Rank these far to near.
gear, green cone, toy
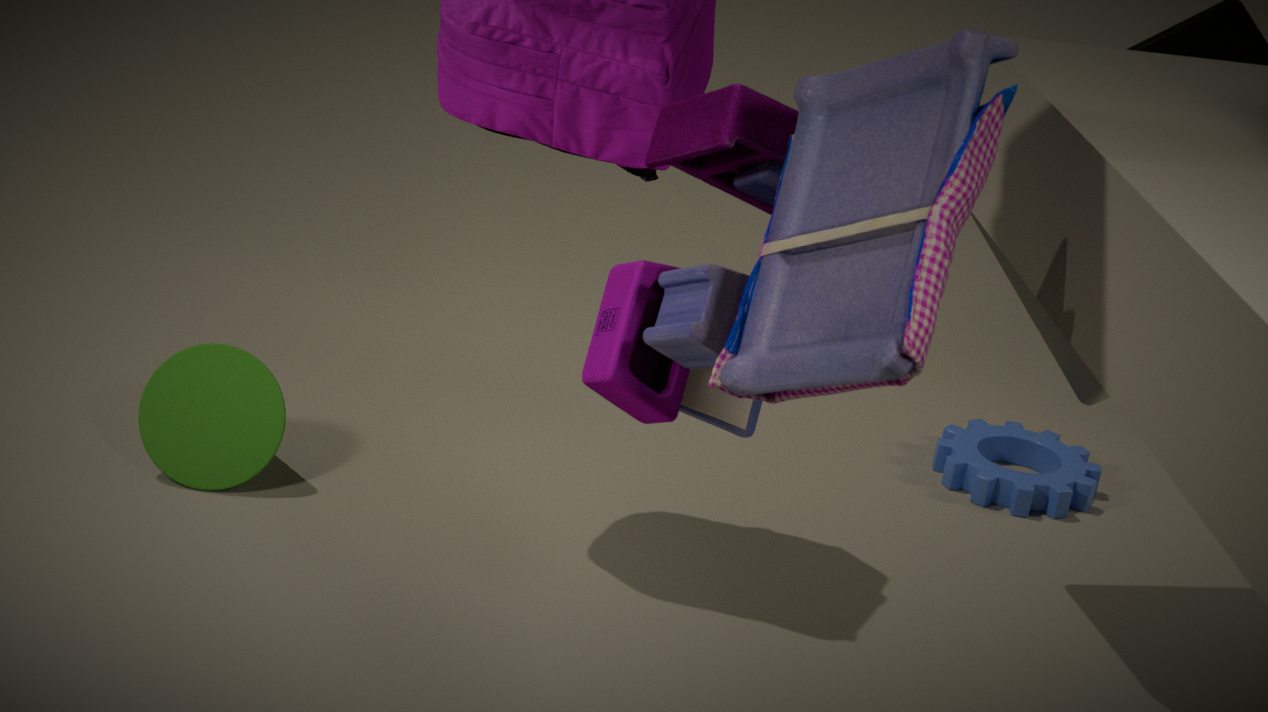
gear
green cone
toy
